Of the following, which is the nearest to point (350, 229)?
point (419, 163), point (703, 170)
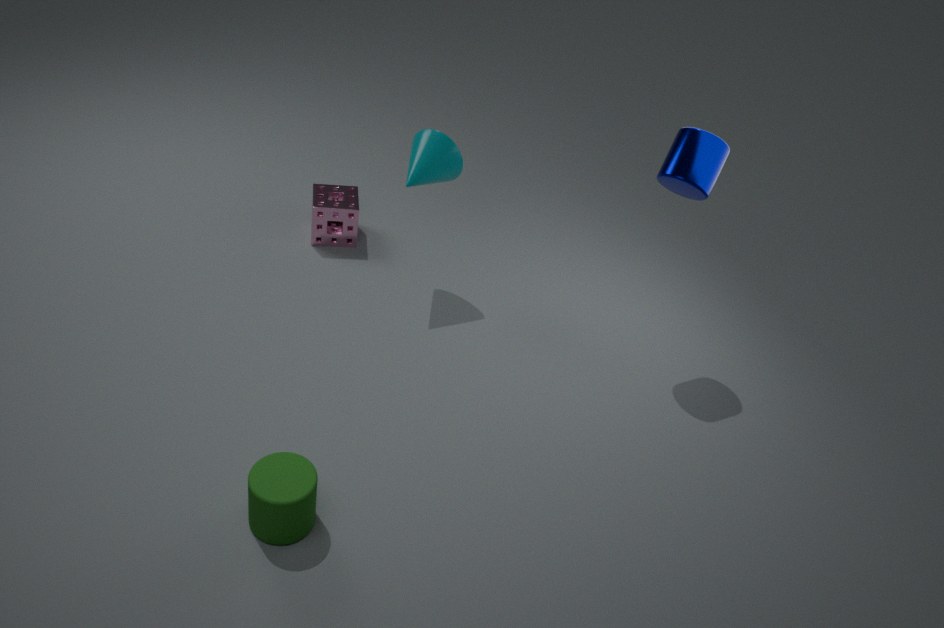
point (419, 163)
